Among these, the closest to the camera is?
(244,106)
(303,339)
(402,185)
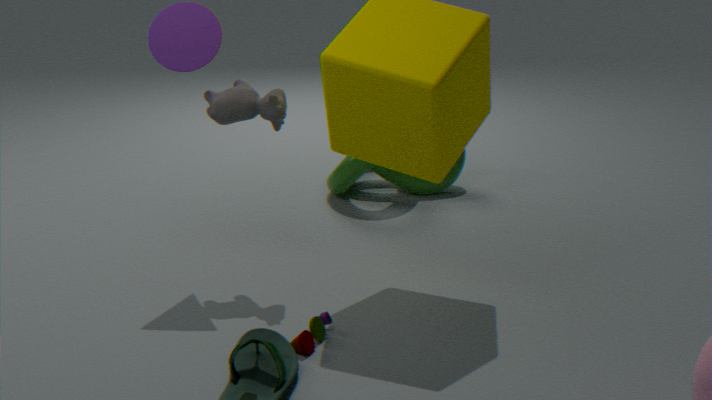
(303,339)
